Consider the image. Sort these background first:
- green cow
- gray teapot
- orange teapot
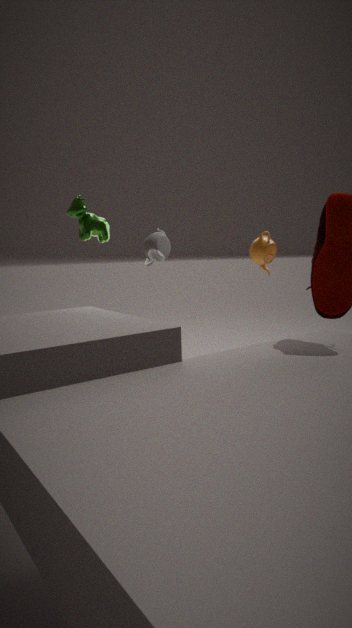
orange teapot
gray teapot
green cow
